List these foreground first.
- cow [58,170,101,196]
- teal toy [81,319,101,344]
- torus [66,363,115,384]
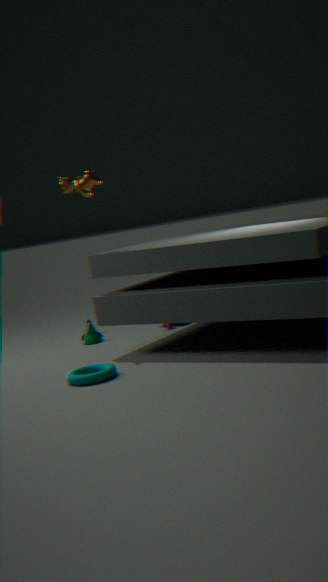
torus [66,363,115,384] → cow [58,170,101,196] → teal toy [81,319,101,344]
